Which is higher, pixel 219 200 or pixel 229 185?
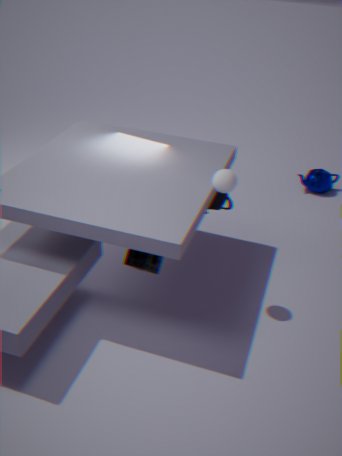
pixel 229 185
